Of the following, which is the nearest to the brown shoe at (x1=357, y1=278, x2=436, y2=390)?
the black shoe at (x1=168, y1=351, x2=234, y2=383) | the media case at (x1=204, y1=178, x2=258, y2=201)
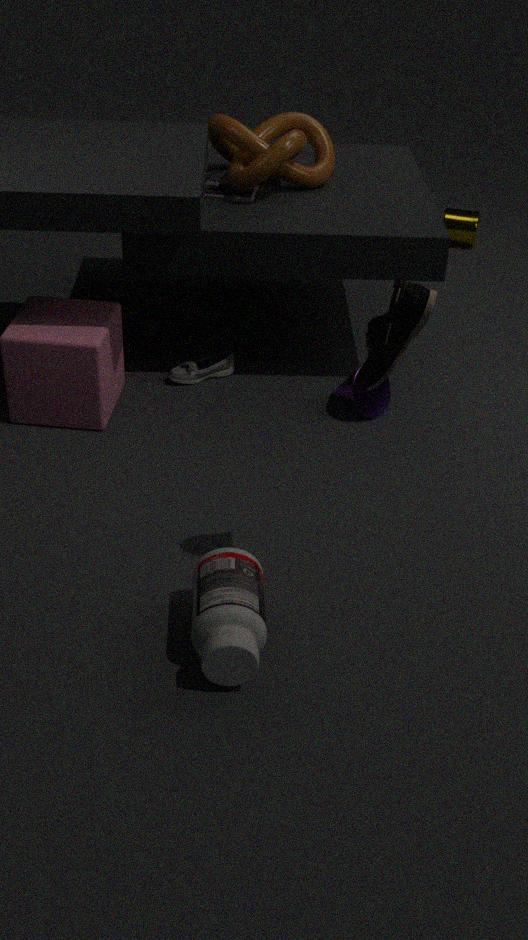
the black shoe at (x1=168, y1=351, x2=234, y2=383)
